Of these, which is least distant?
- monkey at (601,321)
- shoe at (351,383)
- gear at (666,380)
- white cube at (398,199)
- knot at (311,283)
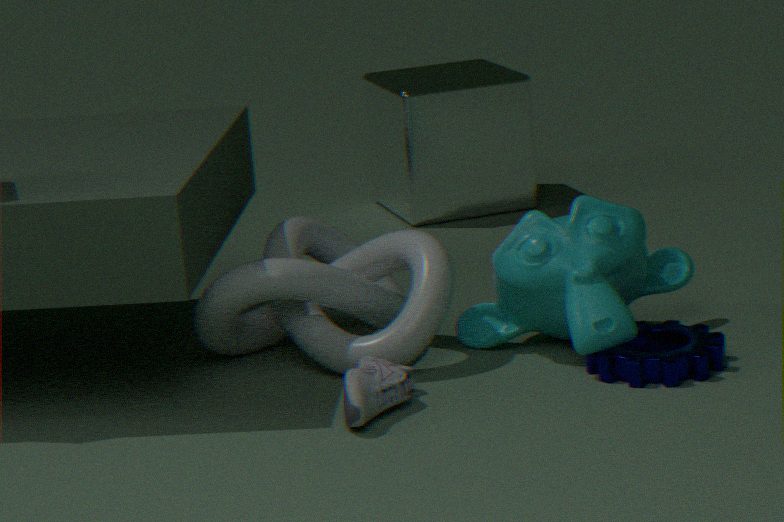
shoe at (351,383)
